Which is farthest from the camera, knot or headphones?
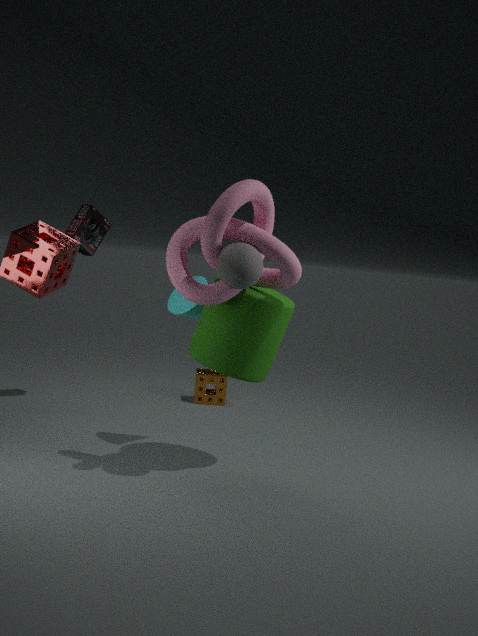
headphones
